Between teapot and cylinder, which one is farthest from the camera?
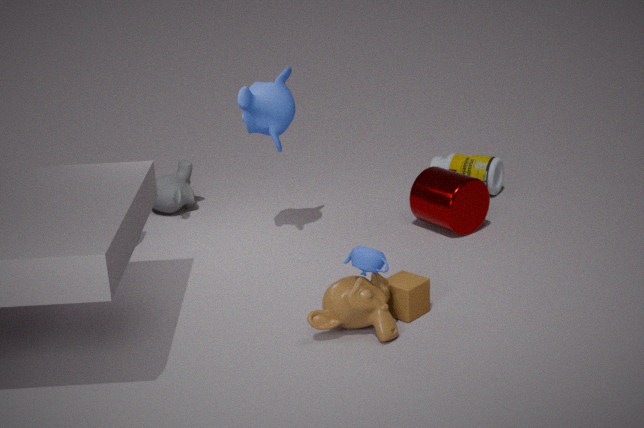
cylinder
